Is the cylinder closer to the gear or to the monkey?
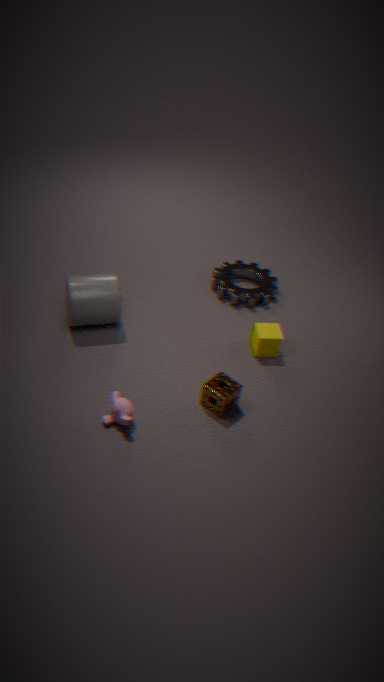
the monkey
